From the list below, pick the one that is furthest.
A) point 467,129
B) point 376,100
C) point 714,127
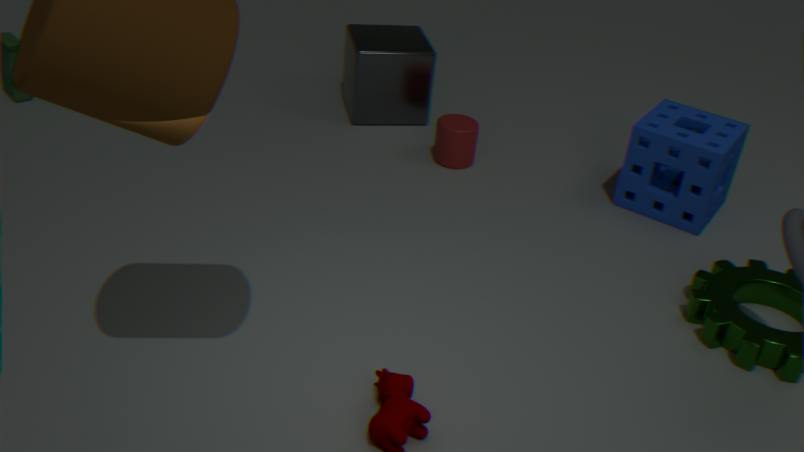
point 376,100
